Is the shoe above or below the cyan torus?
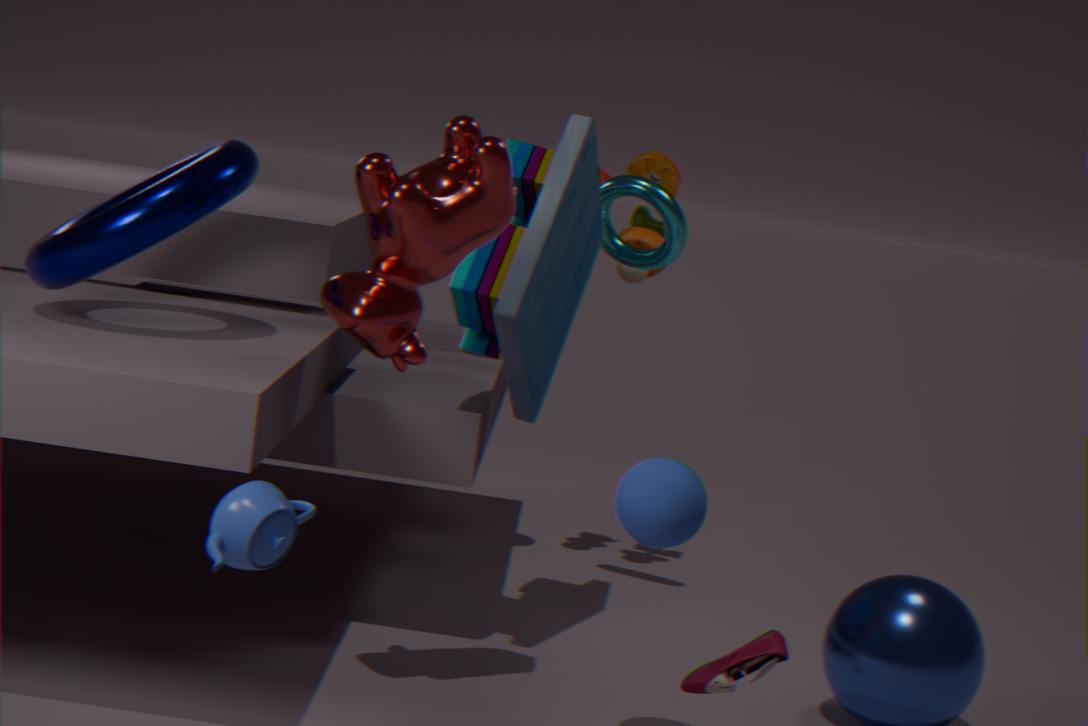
below
